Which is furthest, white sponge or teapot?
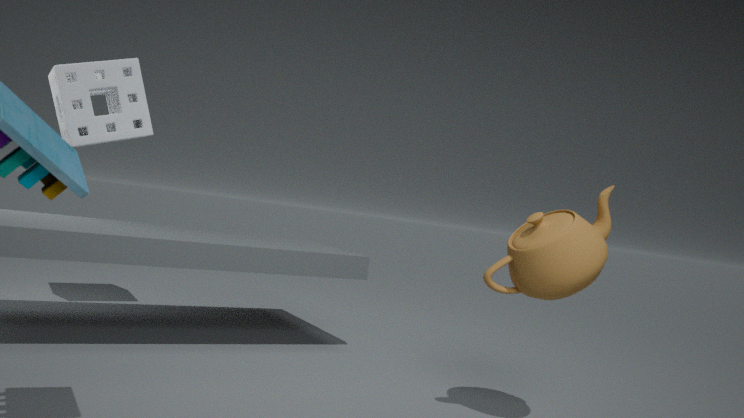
white sponge
